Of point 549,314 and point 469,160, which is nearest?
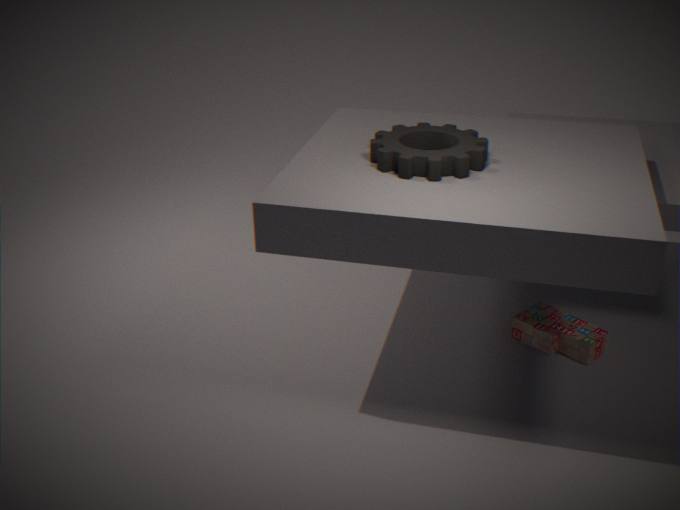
point 469,160
